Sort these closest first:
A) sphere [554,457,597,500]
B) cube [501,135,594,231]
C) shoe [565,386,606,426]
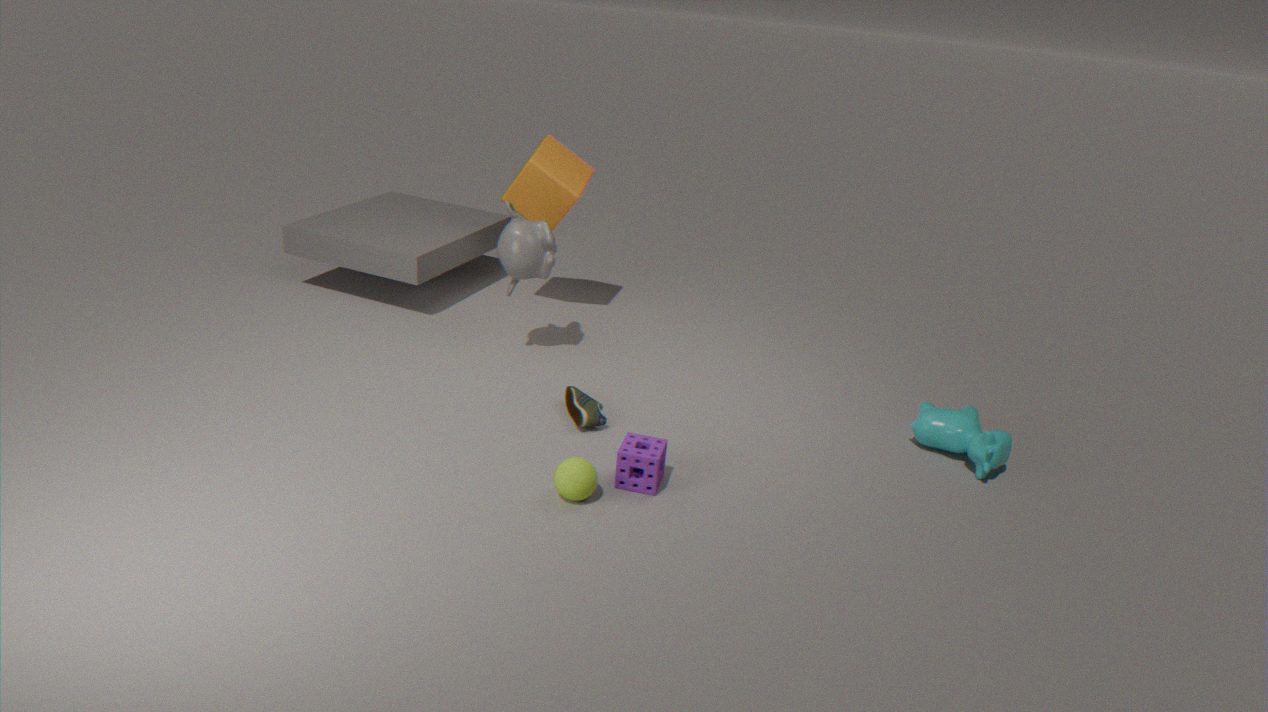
sphere [554,457,597,500] < shoe [565,386,606,426] < cube [501,135,594,231]
